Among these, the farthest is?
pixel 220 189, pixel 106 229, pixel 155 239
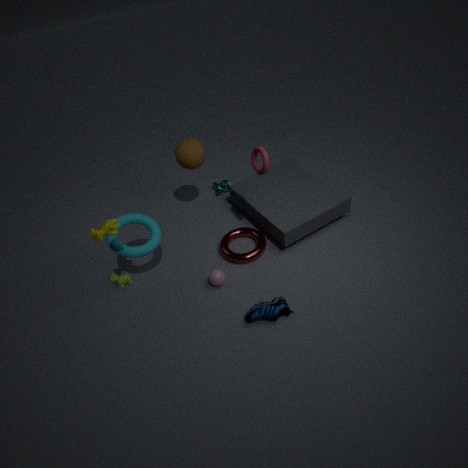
pixel 220 189
